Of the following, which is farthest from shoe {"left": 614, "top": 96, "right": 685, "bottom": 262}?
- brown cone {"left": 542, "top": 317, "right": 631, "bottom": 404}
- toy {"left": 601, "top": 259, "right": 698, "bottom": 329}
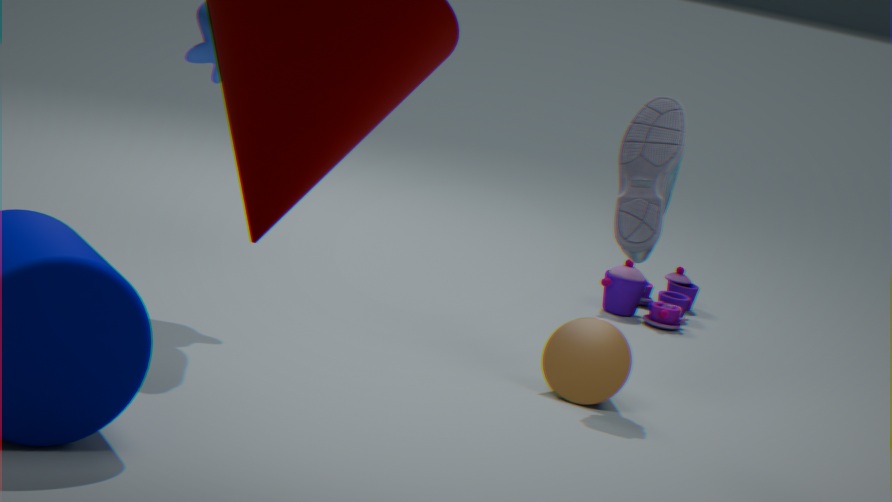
toy {"left": 601, "top": 259, "right": 698, "bottom": 329}
